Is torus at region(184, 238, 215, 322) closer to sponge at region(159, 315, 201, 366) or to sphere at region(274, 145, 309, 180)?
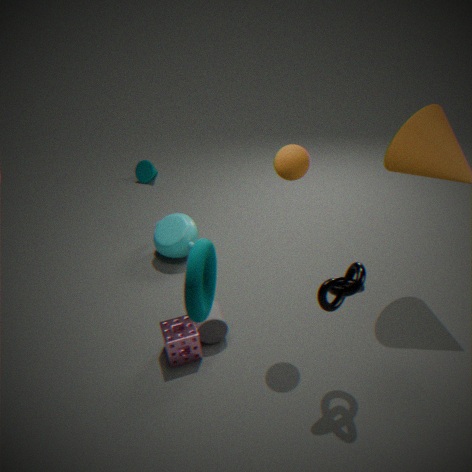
sphere at region(274, 145, 309, 180)
